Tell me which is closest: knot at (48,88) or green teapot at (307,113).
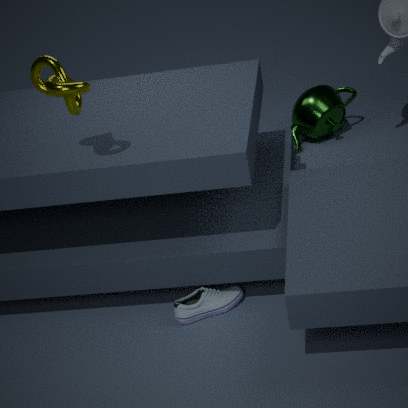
knot at (48,88)
